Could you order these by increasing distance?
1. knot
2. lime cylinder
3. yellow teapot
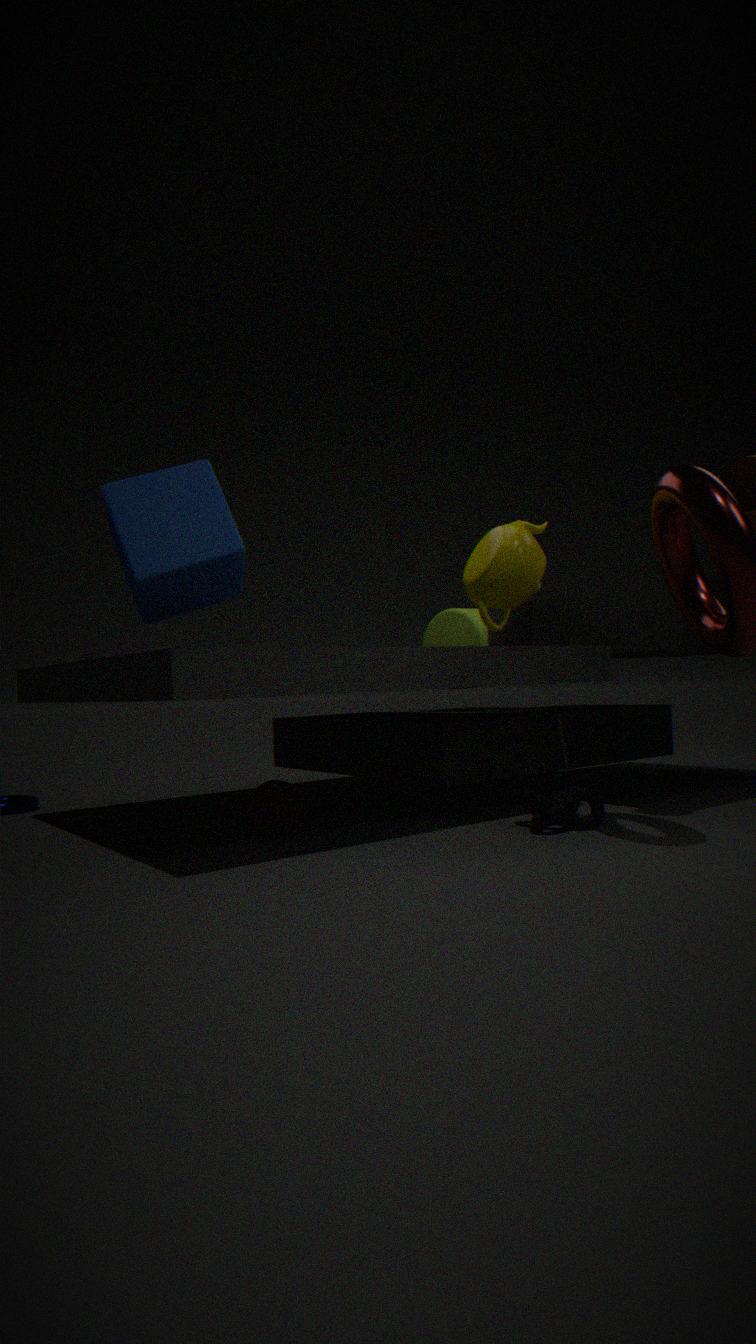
knot < yellow teapot < lime cylinder
